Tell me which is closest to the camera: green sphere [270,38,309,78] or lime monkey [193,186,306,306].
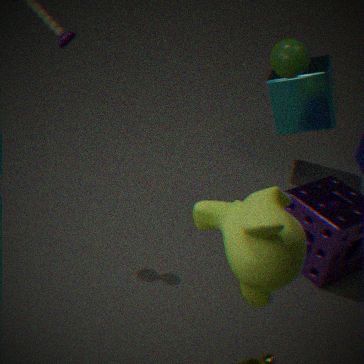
lime monkey [193,186,306,306]
